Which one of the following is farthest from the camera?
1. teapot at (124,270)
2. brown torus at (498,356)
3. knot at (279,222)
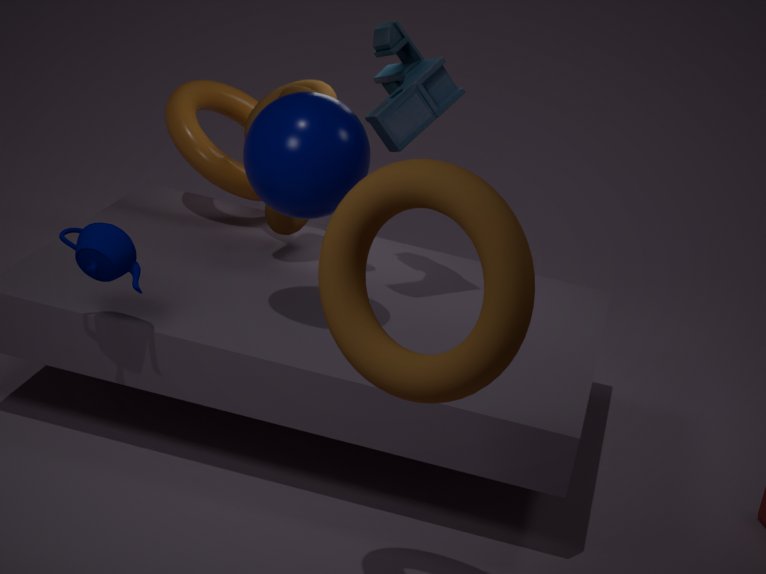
knot at (279,222)
